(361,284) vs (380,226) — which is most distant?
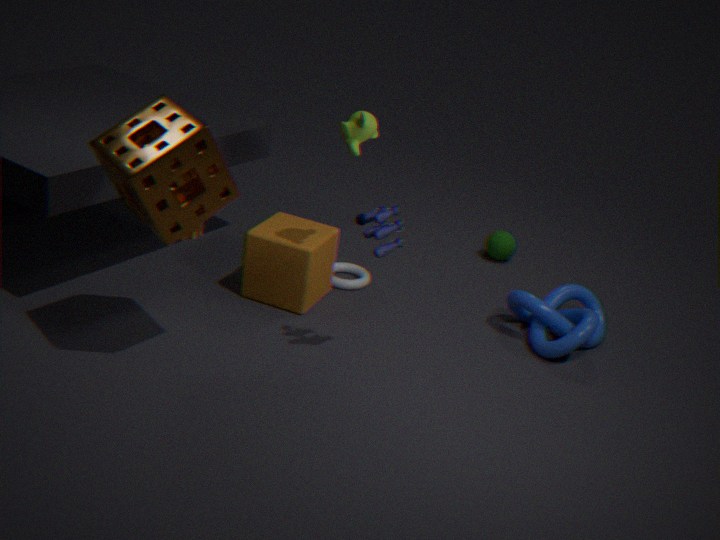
(361,284)
